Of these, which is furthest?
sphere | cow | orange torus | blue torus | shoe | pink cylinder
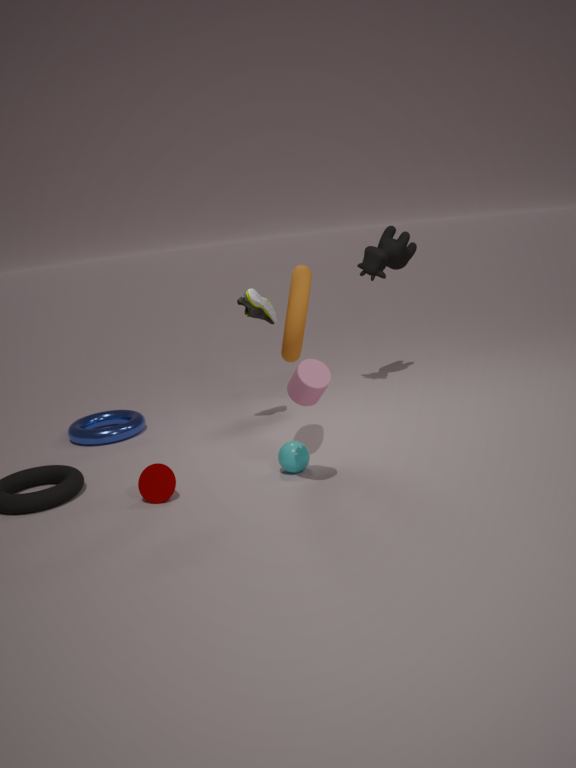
cow
